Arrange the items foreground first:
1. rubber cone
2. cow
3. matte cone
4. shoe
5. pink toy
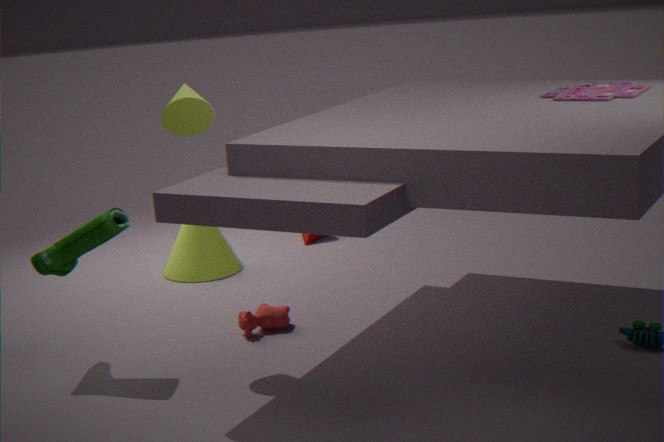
shoe, matte cone, pink toy, cow, rubber cone
